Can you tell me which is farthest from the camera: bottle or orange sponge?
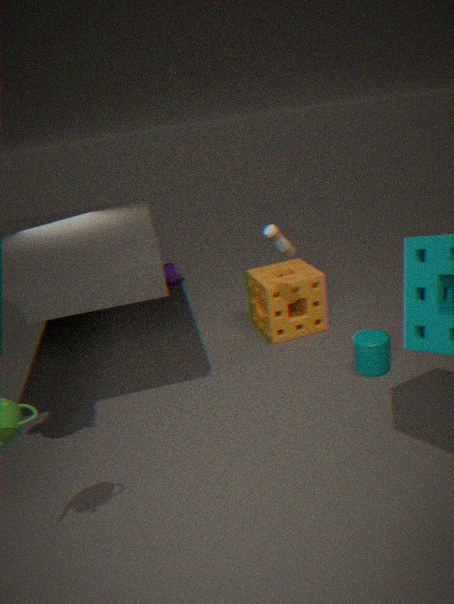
orange sponge
